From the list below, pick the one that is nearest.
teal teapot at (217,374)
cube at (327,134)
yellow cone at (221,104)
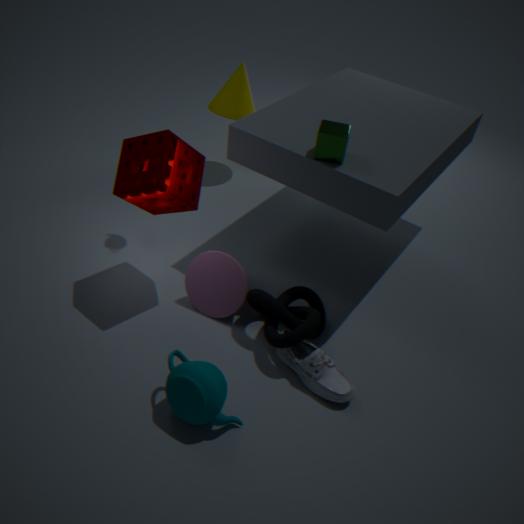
teal teapot at (217,374)
